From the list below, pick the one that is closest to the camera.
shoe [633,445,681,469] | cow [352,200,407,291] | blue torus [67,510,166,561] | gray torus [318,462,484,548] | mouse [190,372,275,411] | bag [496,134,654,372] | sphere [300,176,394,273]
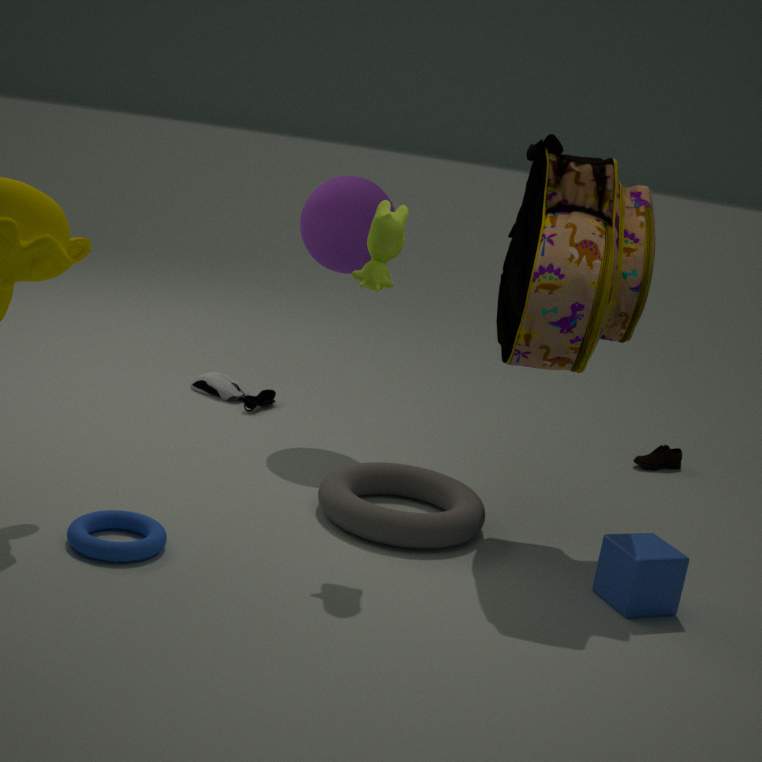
blue torus [67,510,166,561]
